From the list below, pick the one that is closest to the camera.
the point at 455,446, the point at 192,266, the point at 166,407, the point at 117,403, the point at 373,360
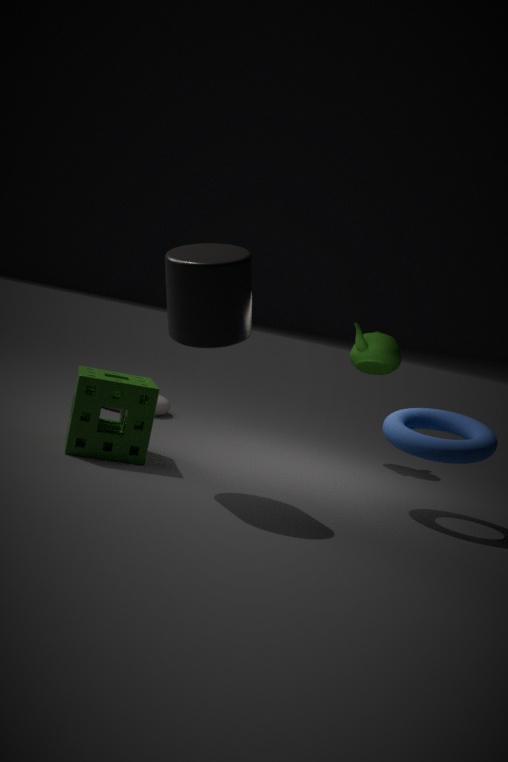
the point at 192,266
